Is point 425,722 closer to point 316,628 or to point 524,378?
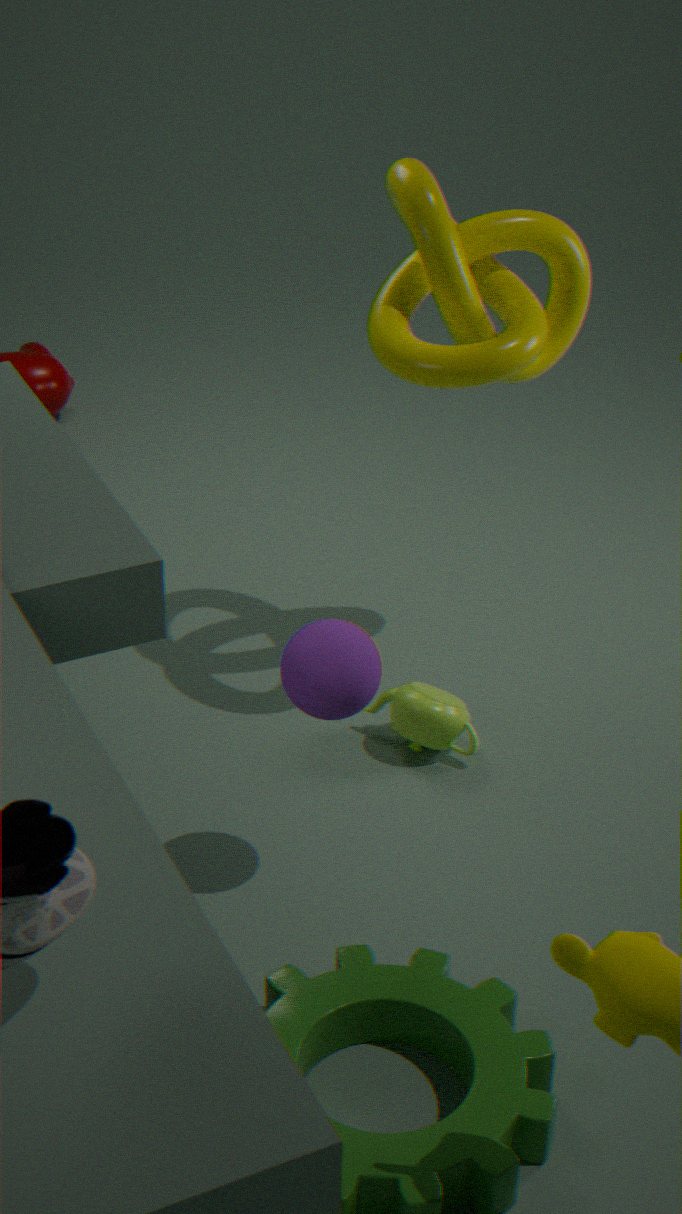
point 316,628
